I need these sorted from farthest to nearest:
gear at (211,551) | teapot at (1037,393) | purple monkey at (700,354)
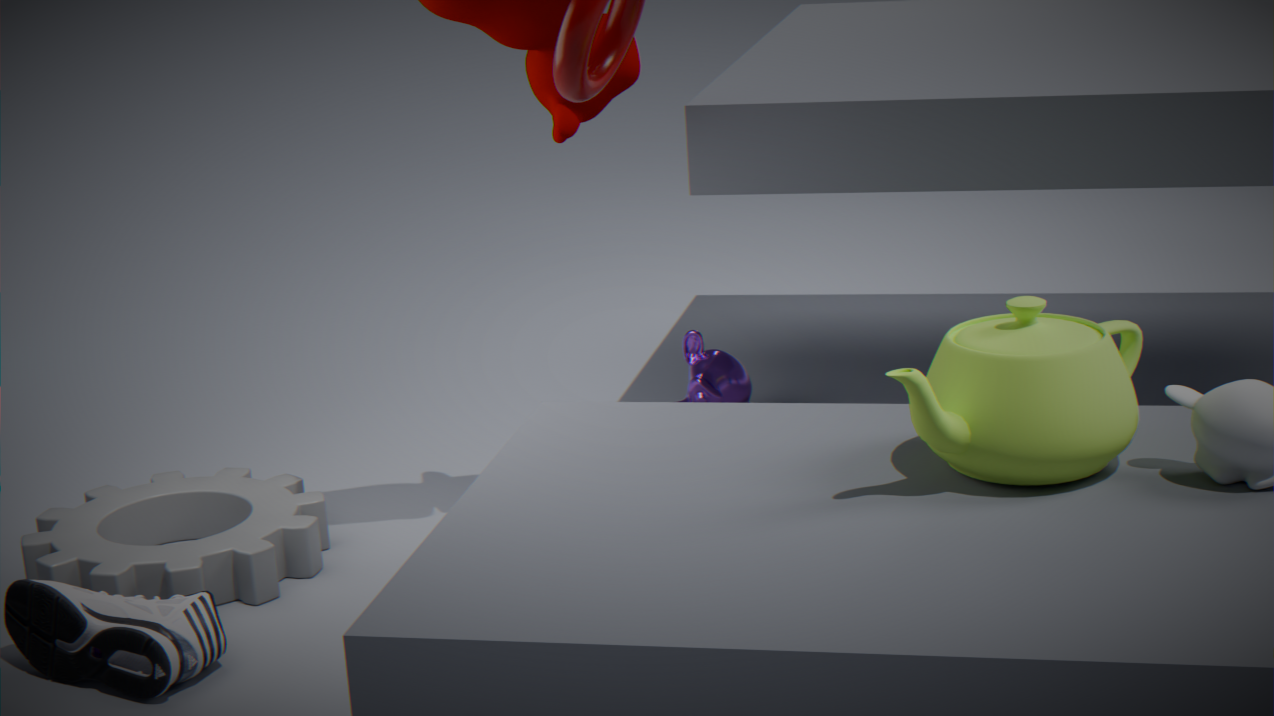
purple monkey at (700,354)
gear at (211,551)
teapot at (1037,393)
